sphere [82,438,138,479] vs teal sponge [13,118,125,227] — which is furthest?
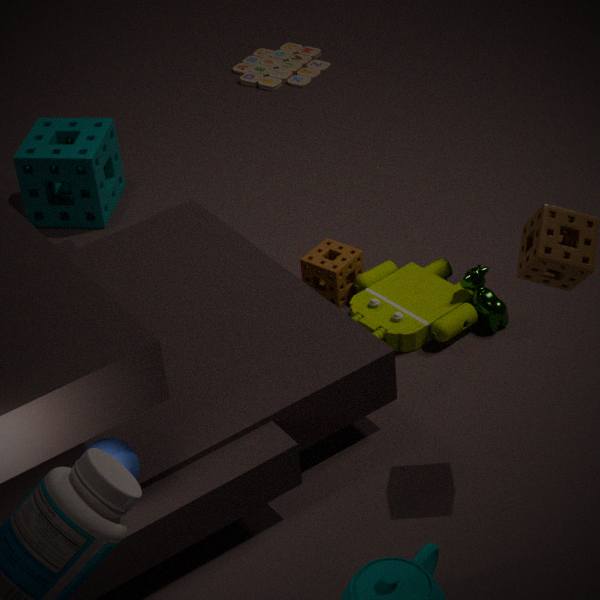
teal sponge [13,118,125,227]
